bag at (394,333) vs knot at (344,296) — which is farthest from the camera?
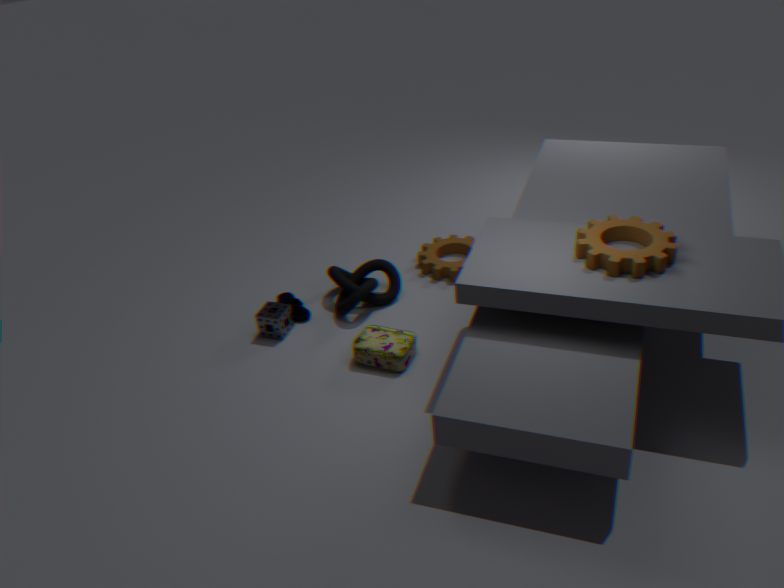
knot at (344,296)
